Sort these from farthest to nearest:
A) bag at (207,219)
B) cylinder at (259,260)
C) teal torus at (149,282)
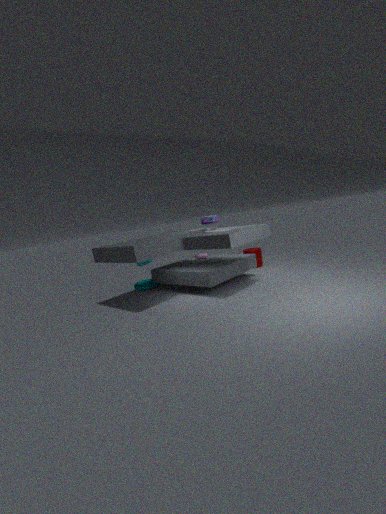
cylinder at (259,260) < teal torus at (149,282) < bag at (207,219)
